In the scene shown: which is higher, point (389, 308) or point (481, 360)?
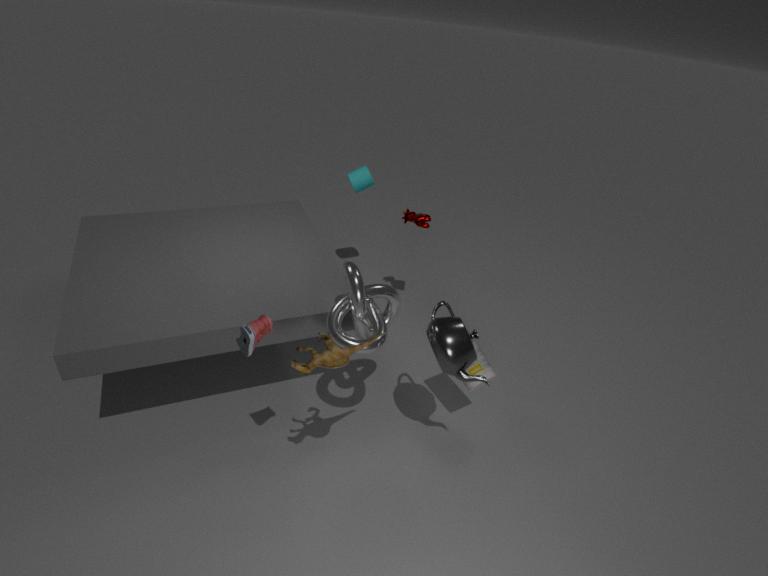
point (389, 308)
